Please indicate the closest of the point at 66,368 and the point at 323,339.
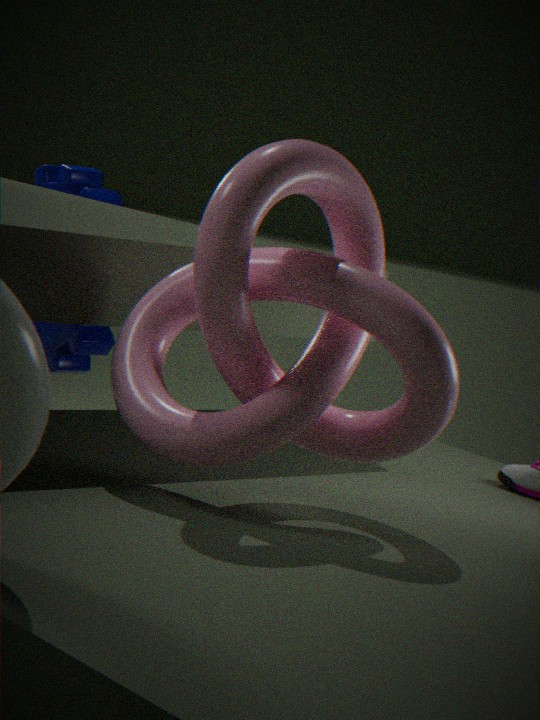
the point at 323,339
